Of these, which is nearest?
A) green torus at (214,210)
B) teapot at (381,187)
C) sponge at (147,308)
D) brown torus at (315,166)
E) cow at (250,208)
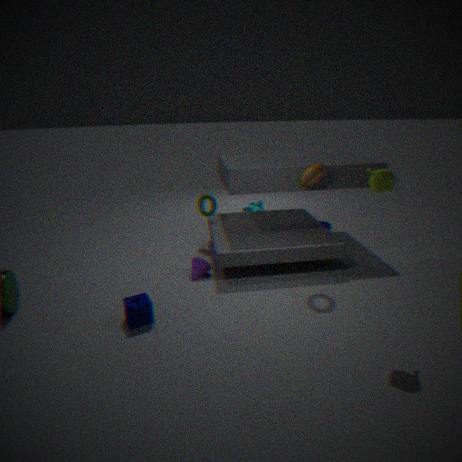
teapot at (381,187)
